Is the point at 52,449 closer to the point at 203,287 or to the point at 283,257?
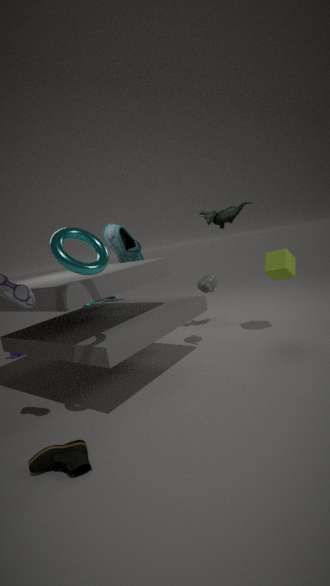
the point at 203,287
